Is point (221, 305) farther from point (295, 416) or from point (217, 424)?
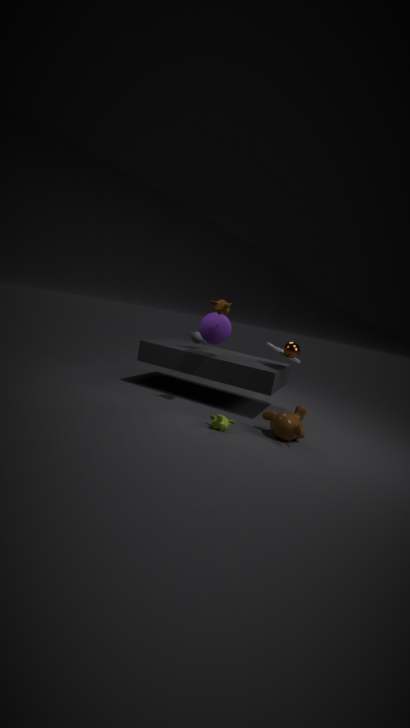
point (295, 416)
